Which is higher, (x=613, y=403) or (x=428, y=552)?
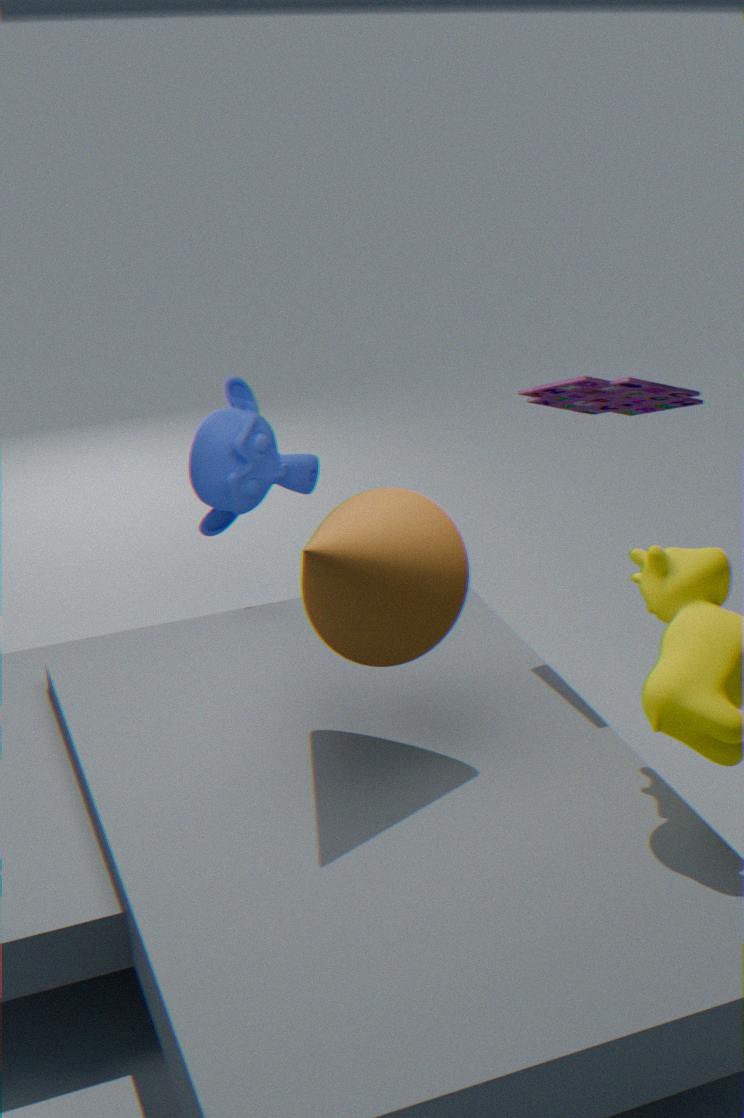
(x=613, y=403)
